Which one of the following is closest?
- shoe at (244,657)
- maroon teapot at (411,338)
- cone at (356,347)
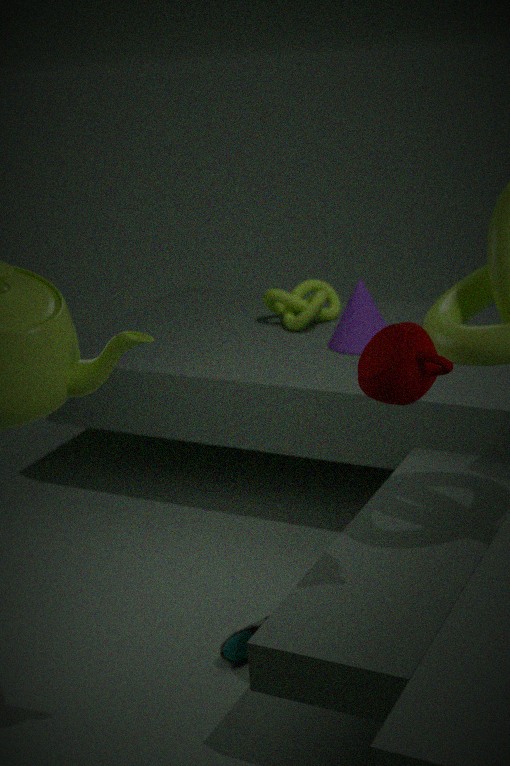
maroon teapot at (411,338)
